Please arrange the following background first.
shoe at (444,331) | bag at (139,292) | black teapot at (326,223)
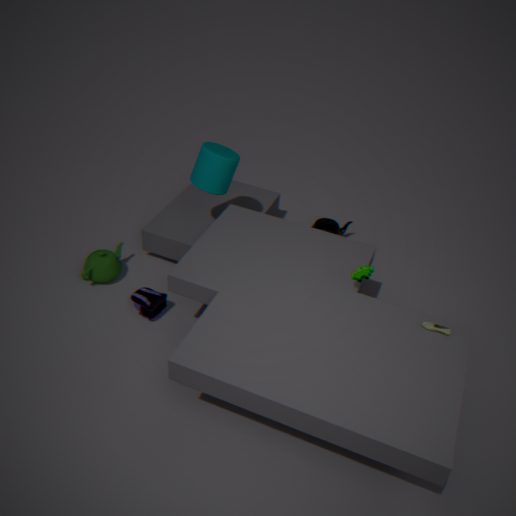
black teapot at (326,223)
bag at (139,292)
shoe at (444,331)
